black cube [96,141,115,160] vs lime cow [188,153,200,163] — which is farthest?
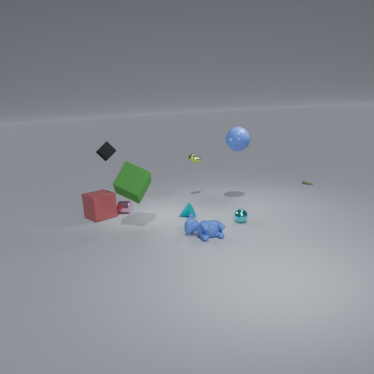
lime cow [188,153,200,163]
